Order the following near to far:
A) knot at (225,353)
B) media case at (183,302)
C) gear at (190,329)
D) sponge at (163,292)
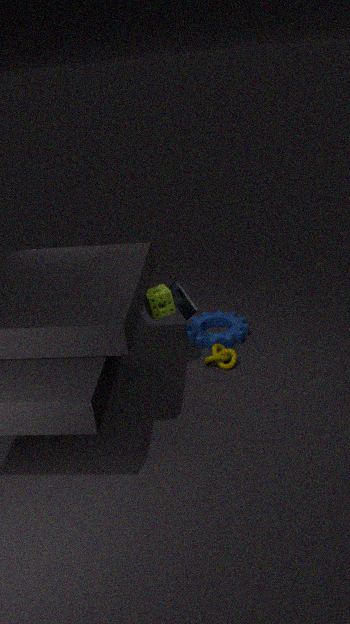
sponge at (163,292) → knot at (225,353) → media case at (183,302) → gear at (190,329)
